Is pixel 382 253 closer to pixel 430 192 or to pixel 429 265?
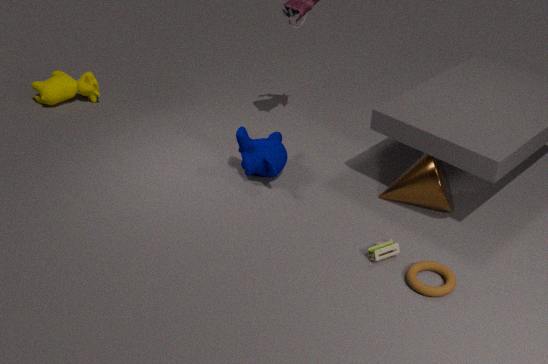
pixel 429 265
